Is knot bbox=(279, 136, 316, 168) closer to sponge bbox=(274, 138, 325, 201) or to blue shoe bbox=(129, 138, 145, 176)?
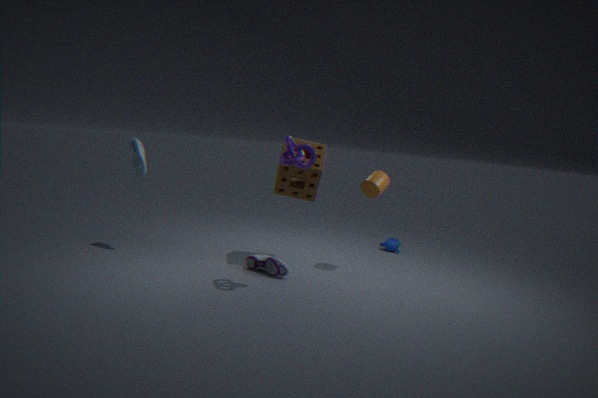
sponge bbox=(274, 138, 325, 201)
